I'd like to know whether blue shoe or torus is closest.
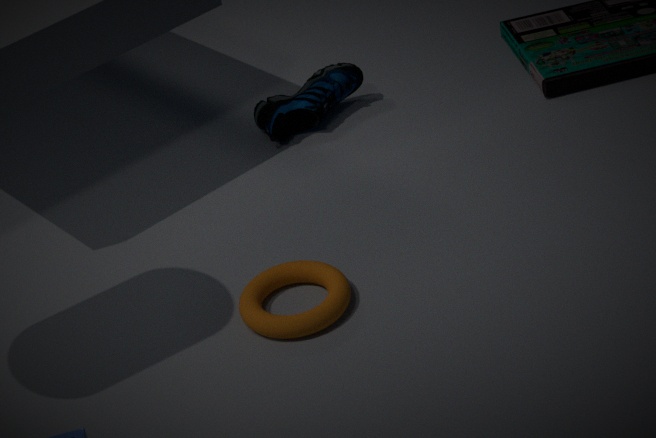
torus
